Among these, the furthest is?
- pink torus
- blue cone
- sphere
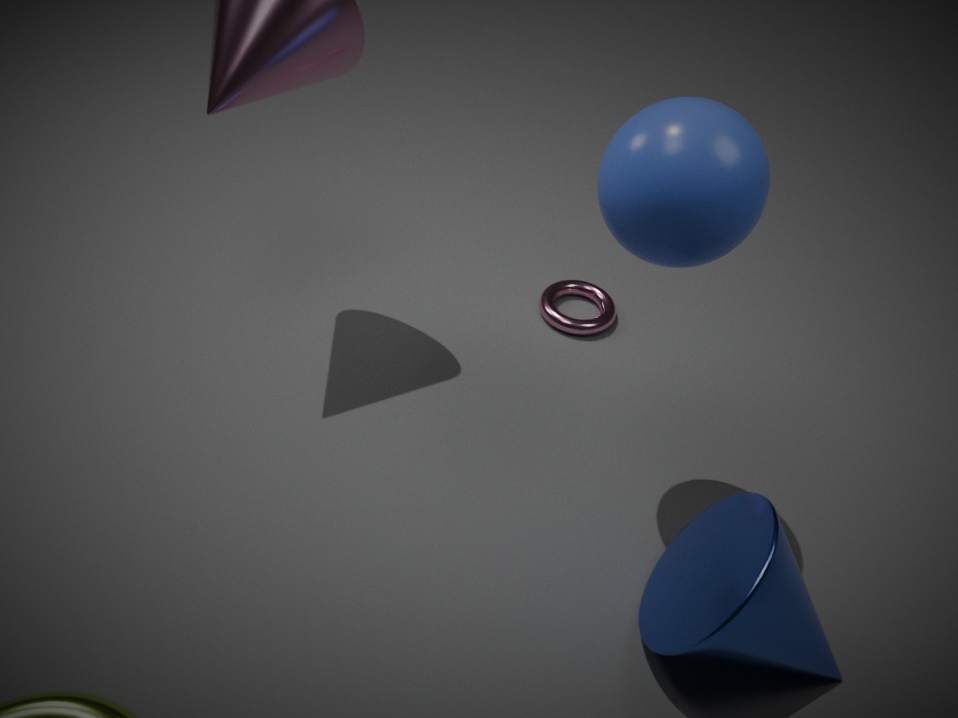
pink torus
